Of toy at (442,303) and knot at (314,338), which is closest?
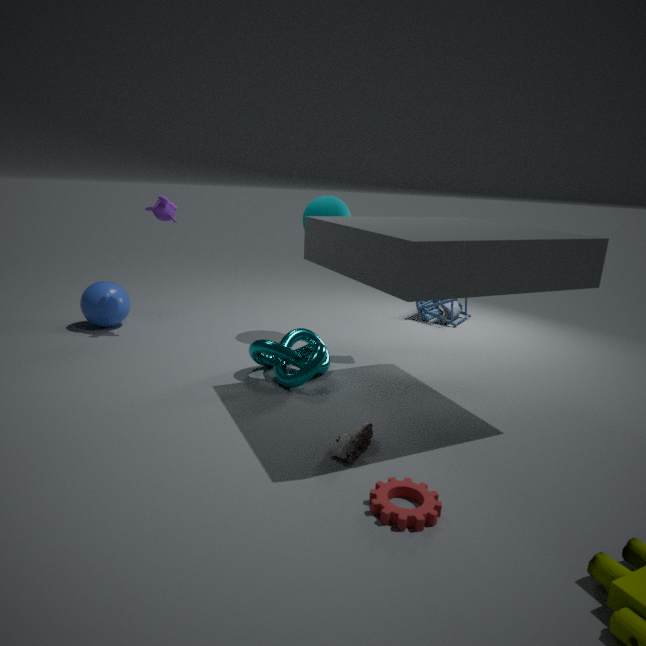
knot at (314,338)
